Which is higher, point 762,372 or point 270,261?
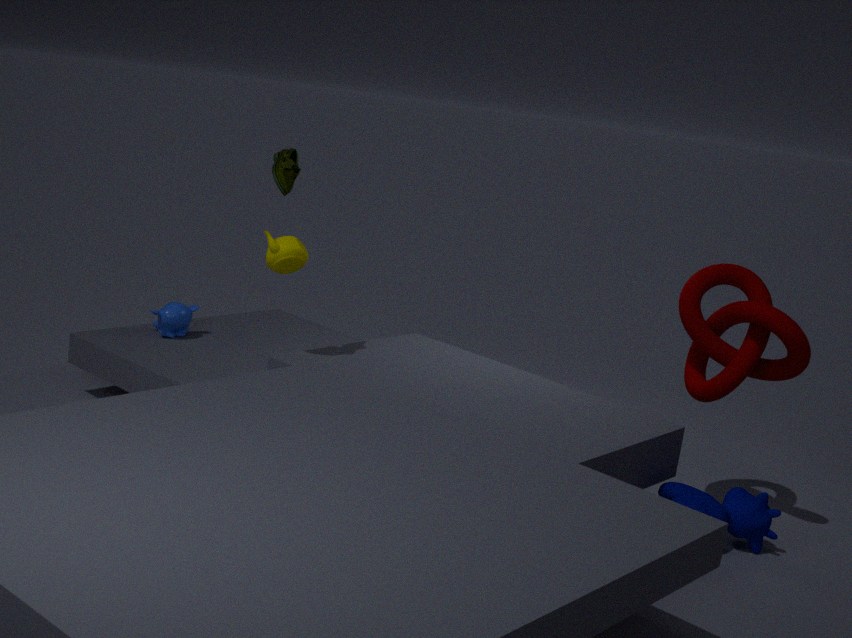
point 270,261
